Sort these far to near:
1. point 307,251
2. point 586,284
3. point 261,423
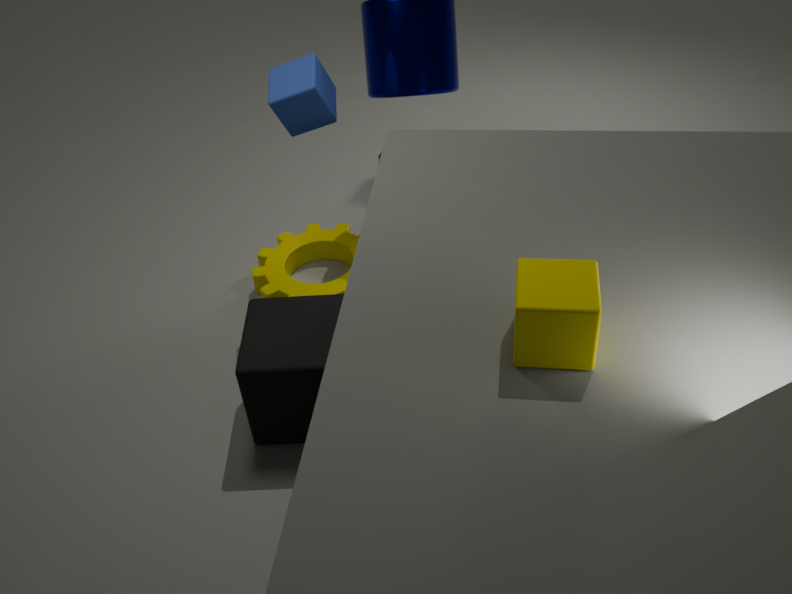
point 307,251, point 261,423, point 586,284
